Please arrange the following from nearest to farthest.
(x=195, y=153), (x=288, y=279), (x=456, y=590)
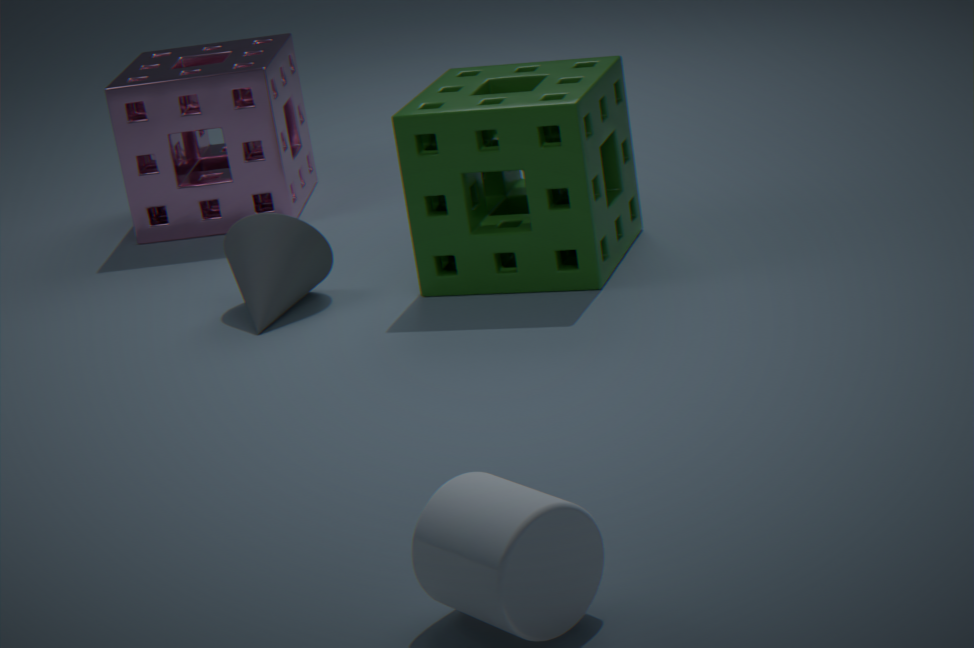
(x=456, y=590) → (x=288, y=279) → (x=195, y=153)
